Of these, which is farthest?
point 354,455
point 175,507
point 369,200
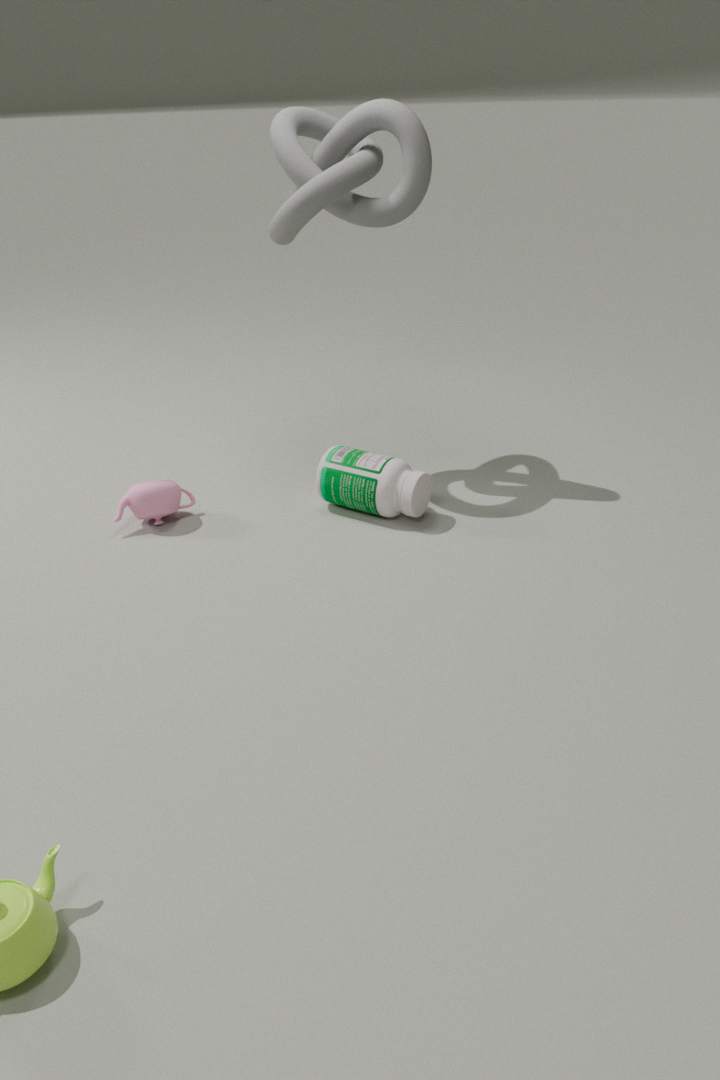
point 354,455
